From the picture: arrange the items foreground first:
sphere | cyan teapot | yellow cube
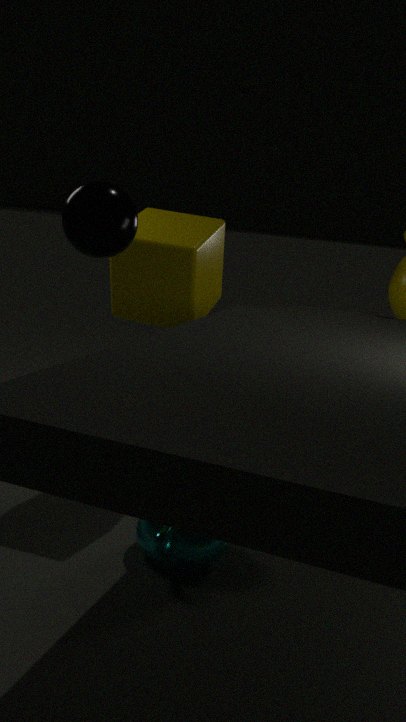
sphere, cyan teapot, yellow cube
